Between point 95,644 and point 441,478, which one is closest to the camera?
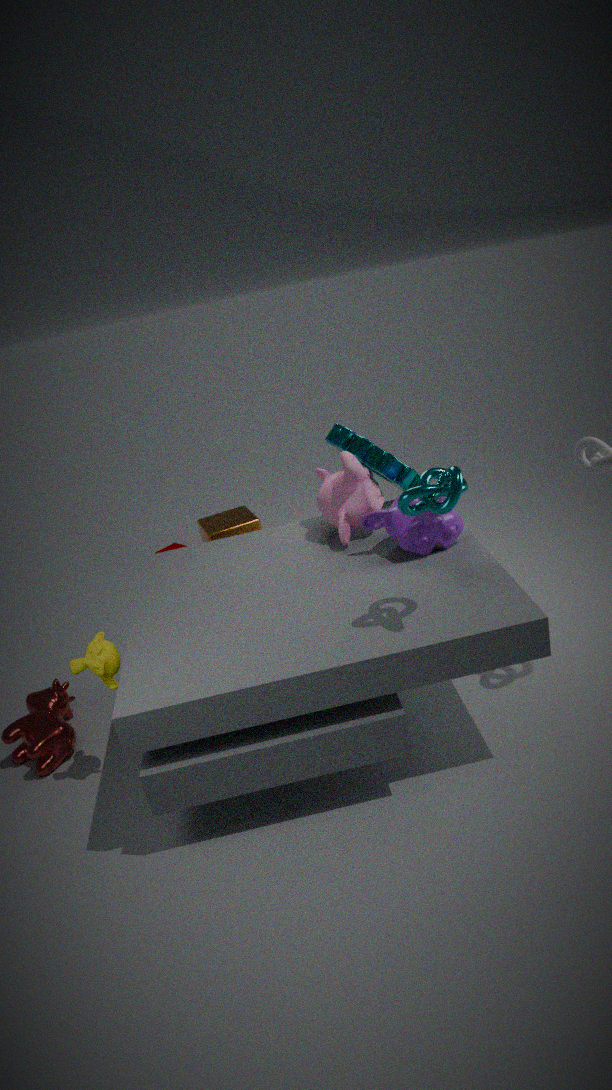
point 441,478
